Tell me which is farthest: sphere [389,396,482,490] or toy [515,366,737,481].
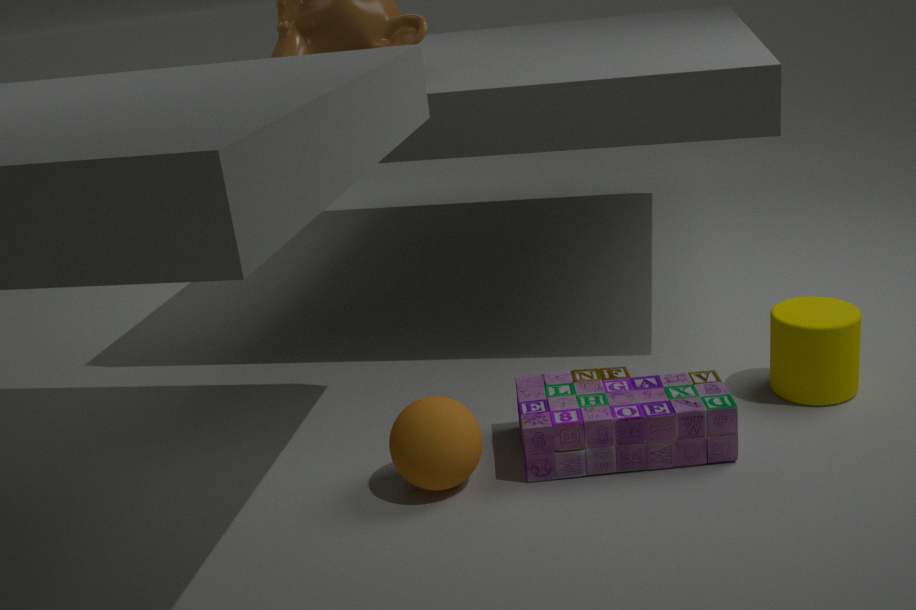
toy [515,366,737,481]
